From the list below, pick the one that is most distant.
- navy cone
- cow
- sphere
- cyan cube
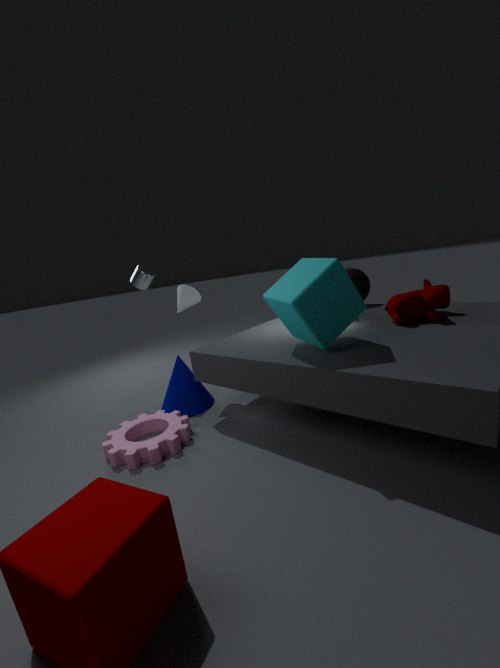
sphere
